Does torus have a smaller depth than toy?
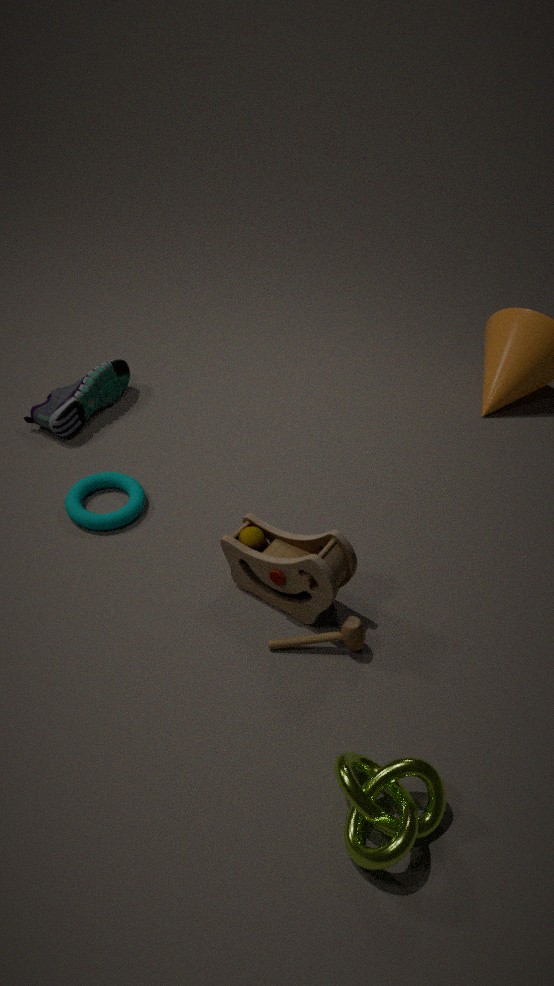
No
